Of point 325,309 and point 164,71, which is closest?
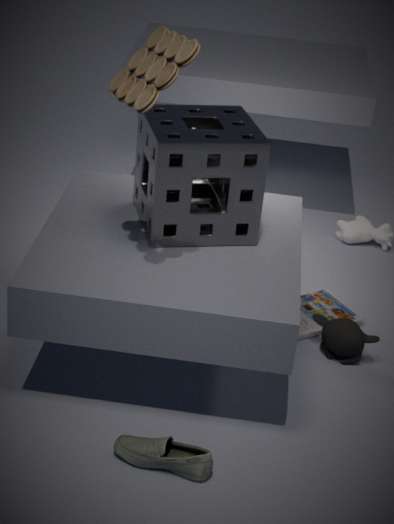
point 164,71
